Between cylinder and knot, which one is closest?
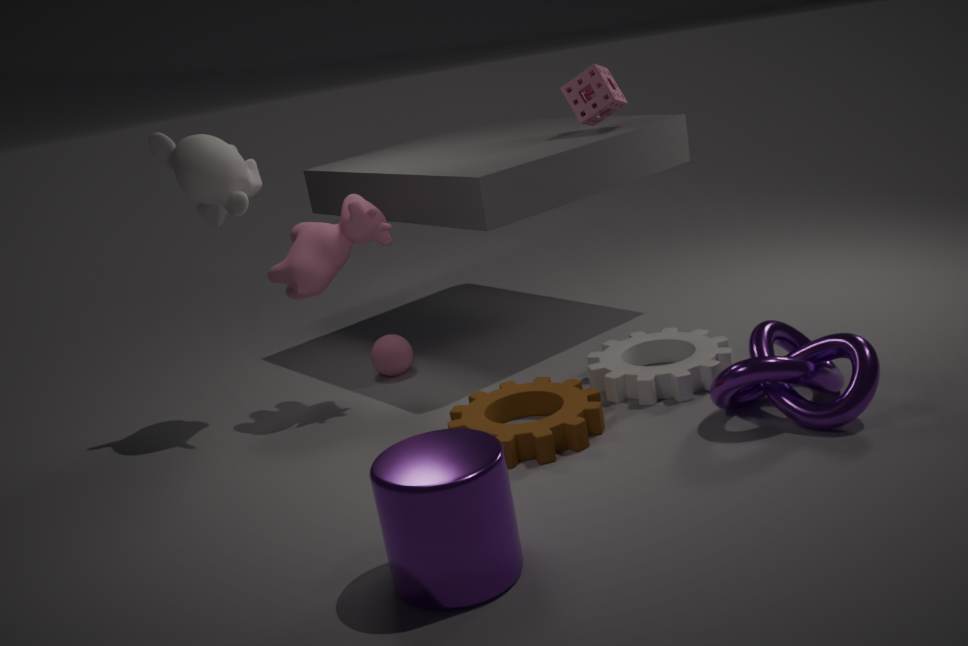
cylinder
